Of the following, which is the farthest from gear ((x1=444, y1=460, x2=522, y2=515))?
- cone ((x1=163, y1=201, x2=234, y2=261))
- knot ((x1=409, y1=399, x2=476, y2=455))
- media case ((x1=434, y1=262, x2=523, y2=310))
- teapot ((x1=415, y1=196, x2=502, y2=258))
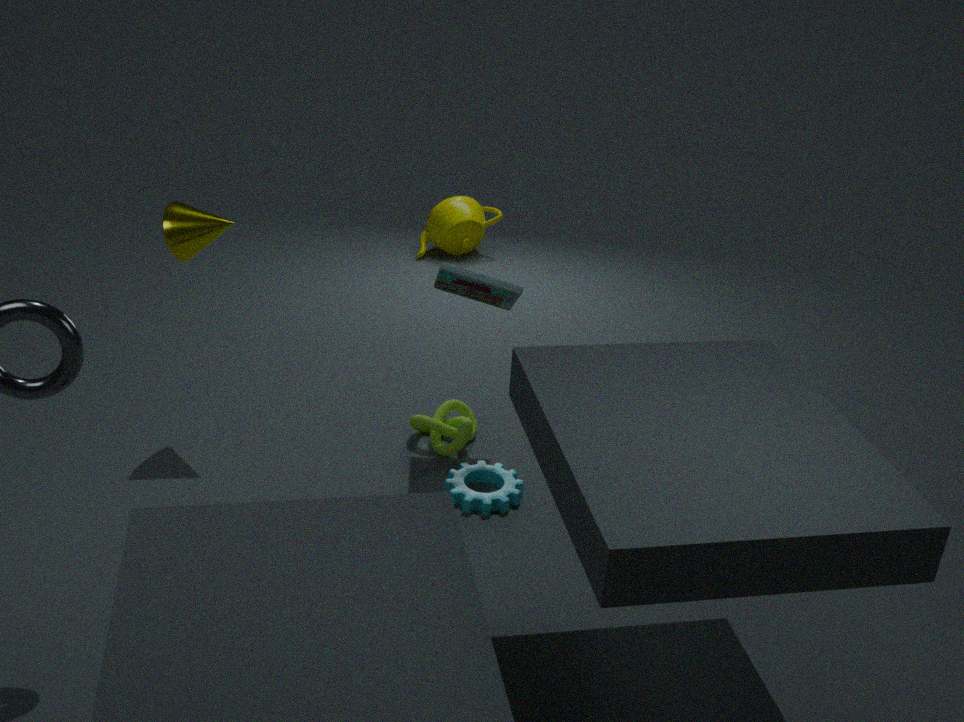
teapot ((x1=415, y1=196, x2=502, y2=258))
